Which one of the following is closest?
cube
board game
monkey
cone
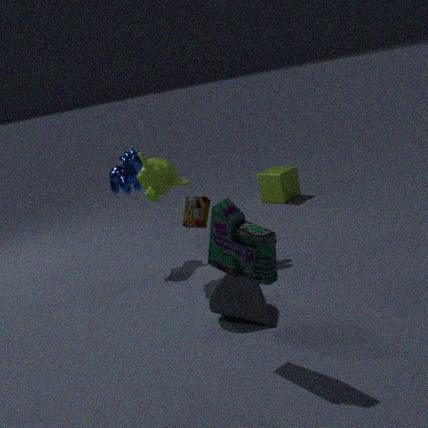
board game
